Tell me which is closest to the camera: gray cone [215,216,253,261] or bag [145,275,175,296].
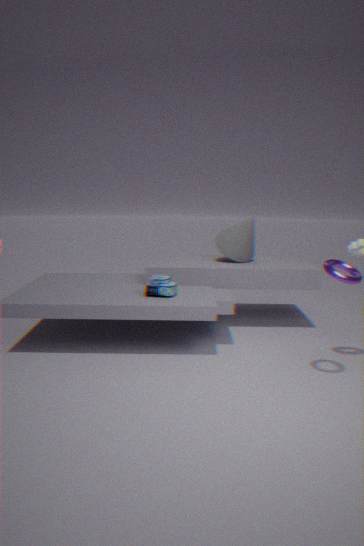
bag [145,275,175,296]
